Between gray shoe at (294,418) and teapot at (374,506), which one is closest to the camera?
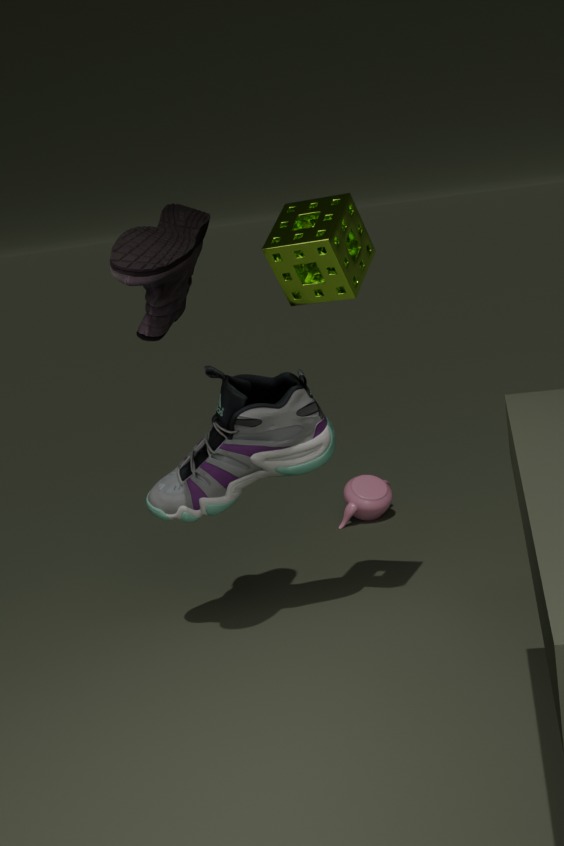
gray shoe at (294,418)
